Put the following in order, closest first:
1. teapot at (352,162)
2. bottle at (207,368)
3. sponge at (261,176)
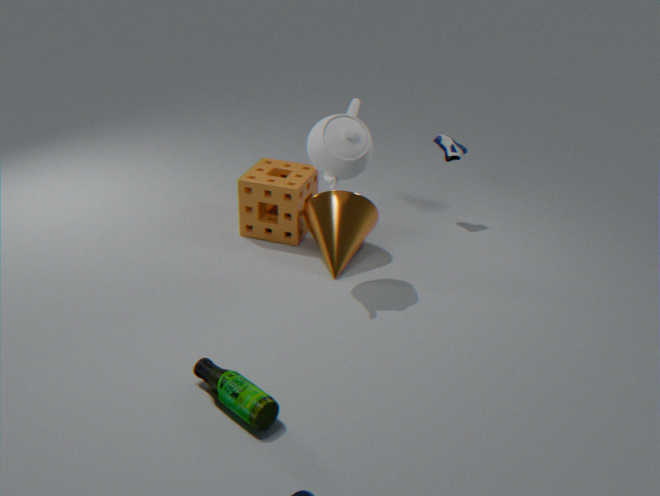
1. bottle at (207,368)
2. teapot at (352,162)
3. sponge at (261,176)
